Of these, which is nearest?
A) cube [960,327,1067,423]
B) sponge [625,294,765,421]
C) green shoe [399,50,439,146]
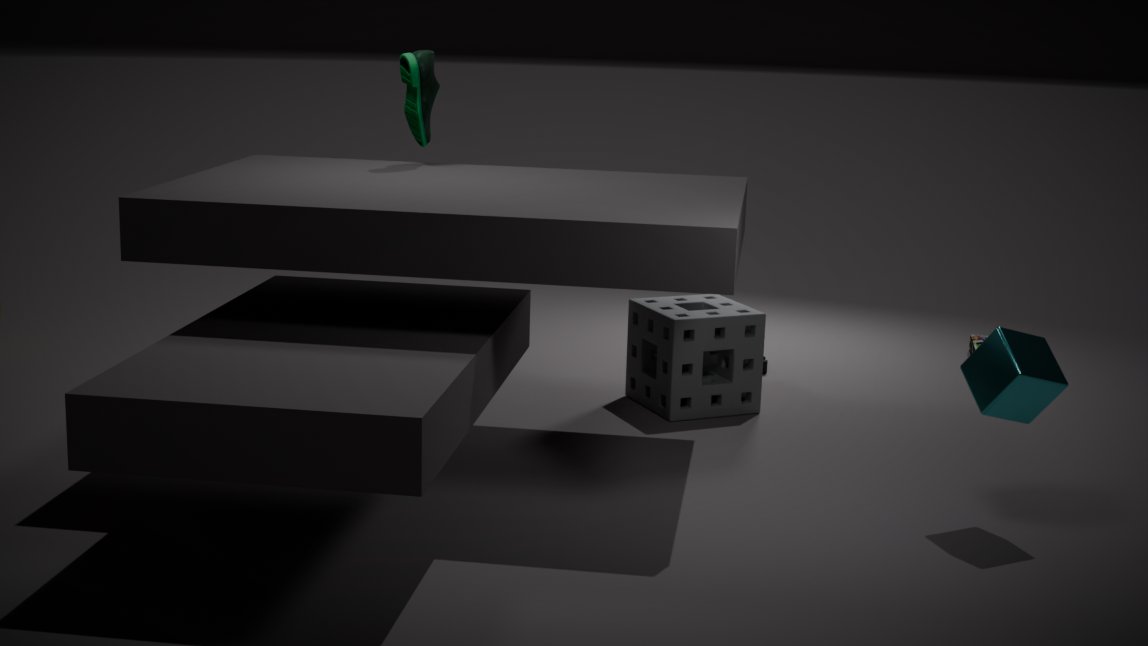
cube [960,327,1067,423]
